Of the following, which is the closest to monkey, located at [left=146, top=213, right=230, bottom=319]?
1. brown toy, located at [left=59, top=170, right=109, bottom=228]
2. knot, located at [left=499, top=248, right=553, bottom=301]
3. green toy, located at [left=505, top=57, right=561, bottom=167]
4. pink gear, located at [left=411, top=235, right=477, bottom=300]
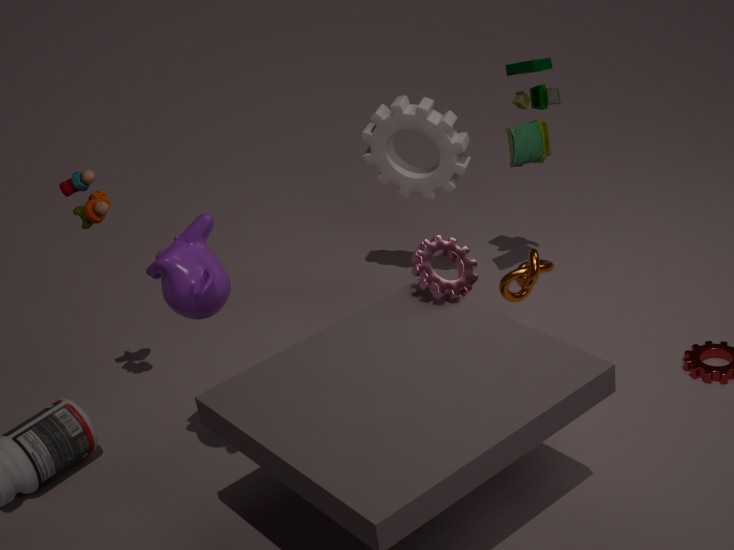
brown toy, located at [left=59, top=170, right=109, bottom=228]
